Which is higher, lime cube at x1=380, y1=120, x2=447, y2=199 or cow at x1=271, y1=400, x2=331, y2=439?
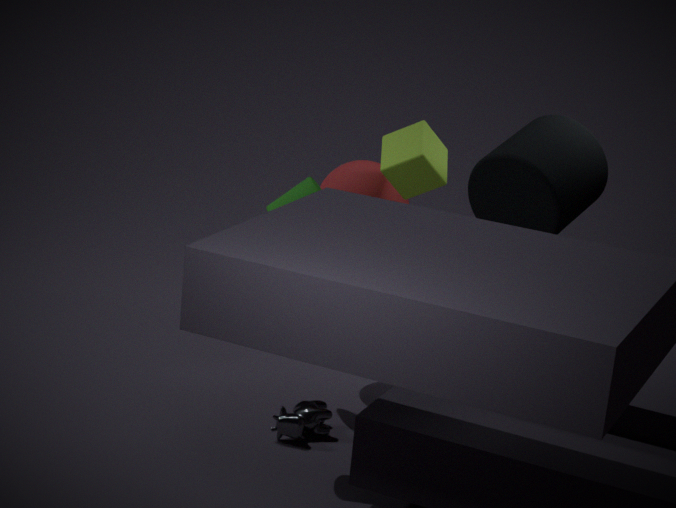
lime cube at x1=380, y1=120, x2=447, y2=199
